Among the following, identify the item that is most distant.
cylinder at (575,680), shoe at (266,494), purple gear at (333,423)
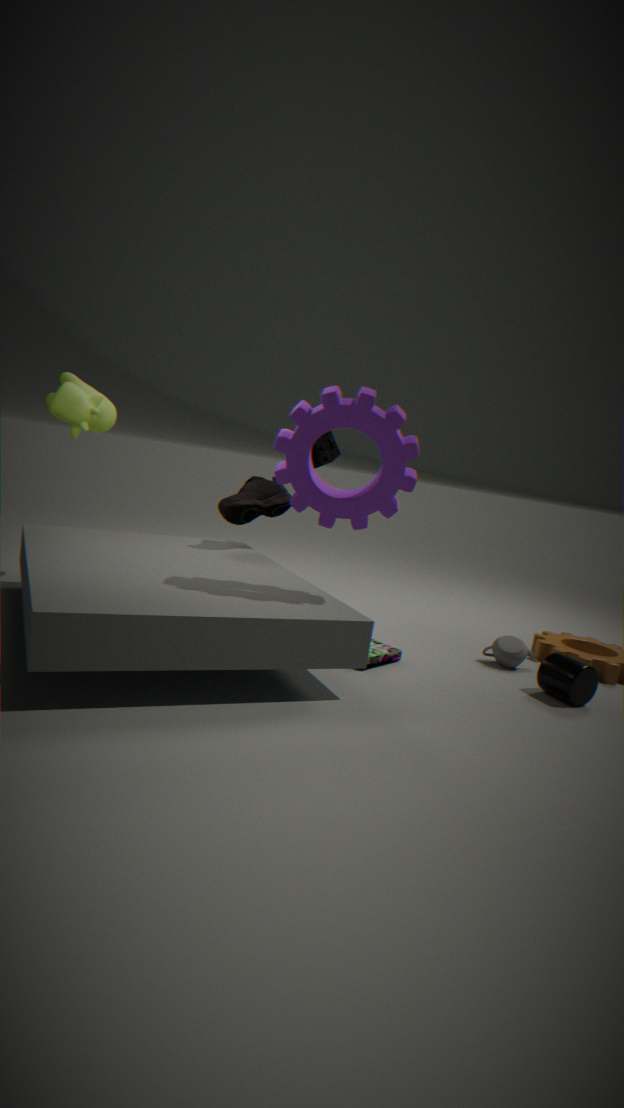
shoe at (266,494)
